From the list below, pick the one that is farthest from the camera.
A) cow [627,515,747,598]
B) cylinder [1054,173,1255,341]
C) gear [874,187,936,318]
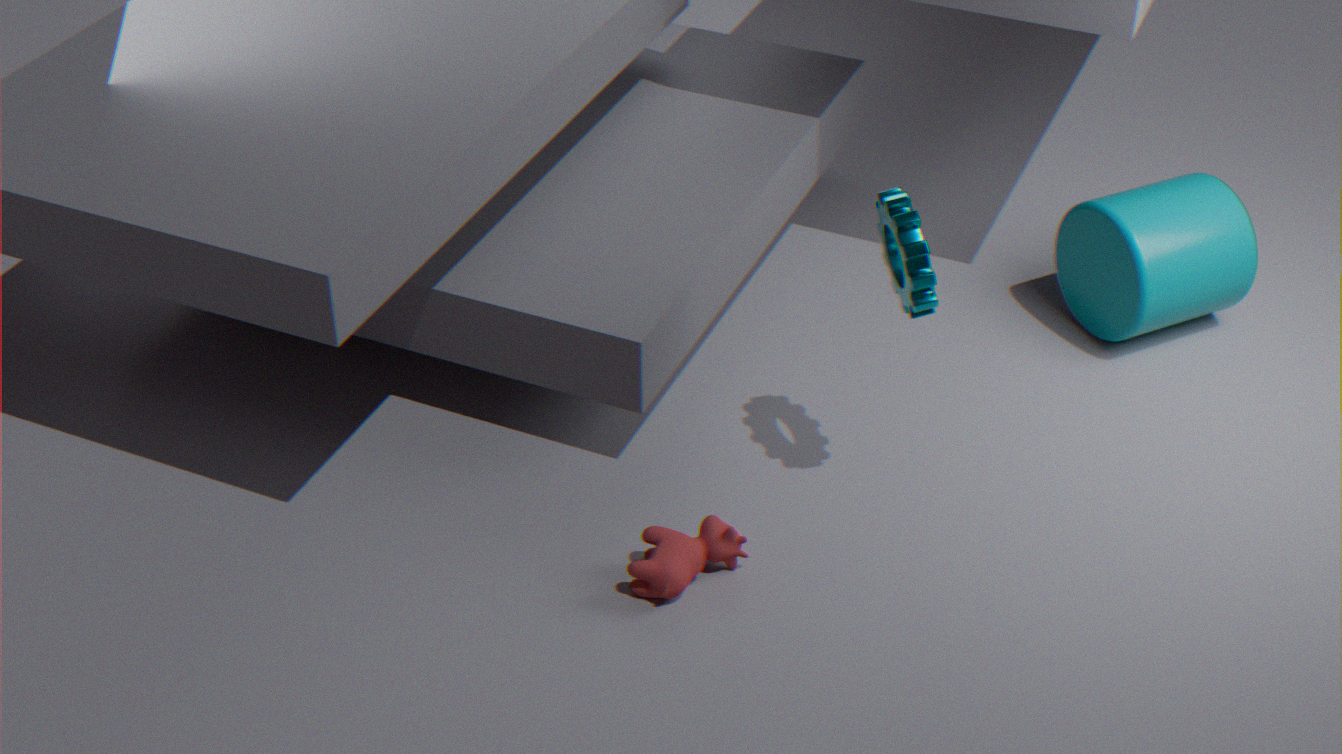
cylinder [1054,173,1255,341]
